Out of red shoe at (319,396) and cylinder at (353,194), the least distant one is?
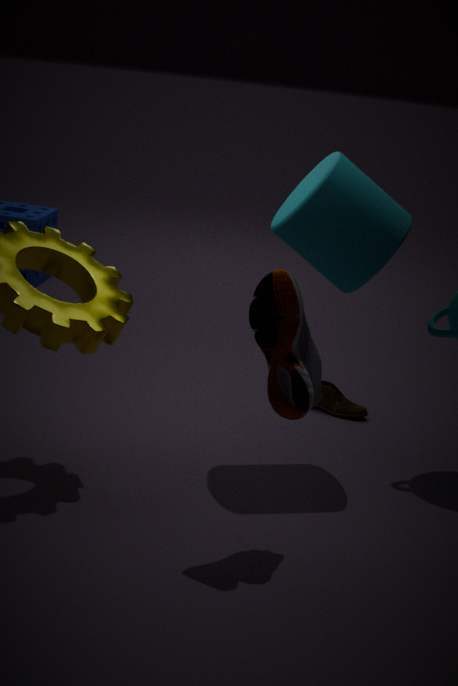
red shoe at (319,396)
